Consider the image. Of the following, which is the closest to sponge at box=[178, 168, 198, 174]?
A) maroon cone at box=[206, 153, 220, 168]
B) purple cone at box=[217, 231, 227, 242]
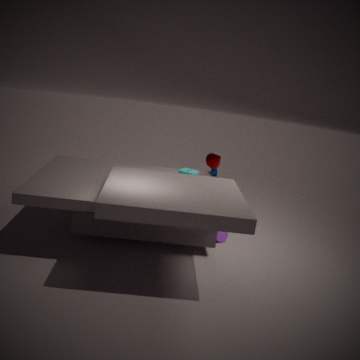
purple cone at box=[217, 231, 227, 242]
